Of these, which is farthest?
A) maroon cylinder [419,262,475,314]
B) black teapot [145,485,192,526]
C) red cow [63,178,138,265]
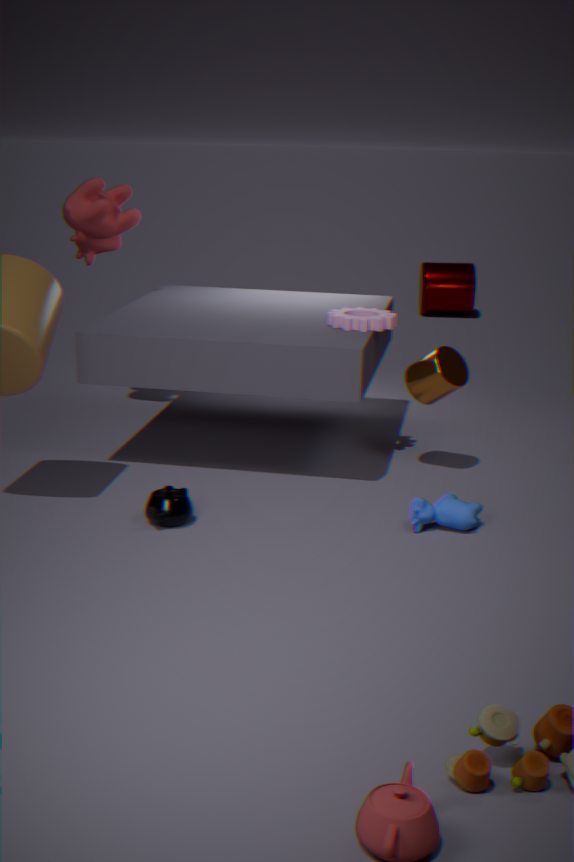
maroon cylinder [419,262,475,314]
